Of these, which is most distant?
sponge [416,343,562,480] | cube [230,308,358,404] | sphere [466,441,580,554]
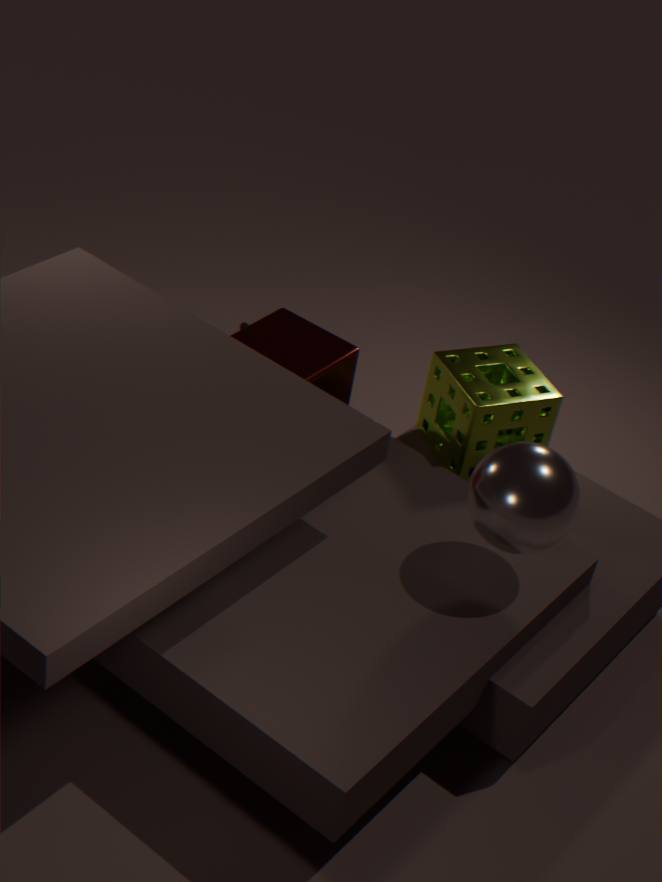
sponge [416,343,562,480]
